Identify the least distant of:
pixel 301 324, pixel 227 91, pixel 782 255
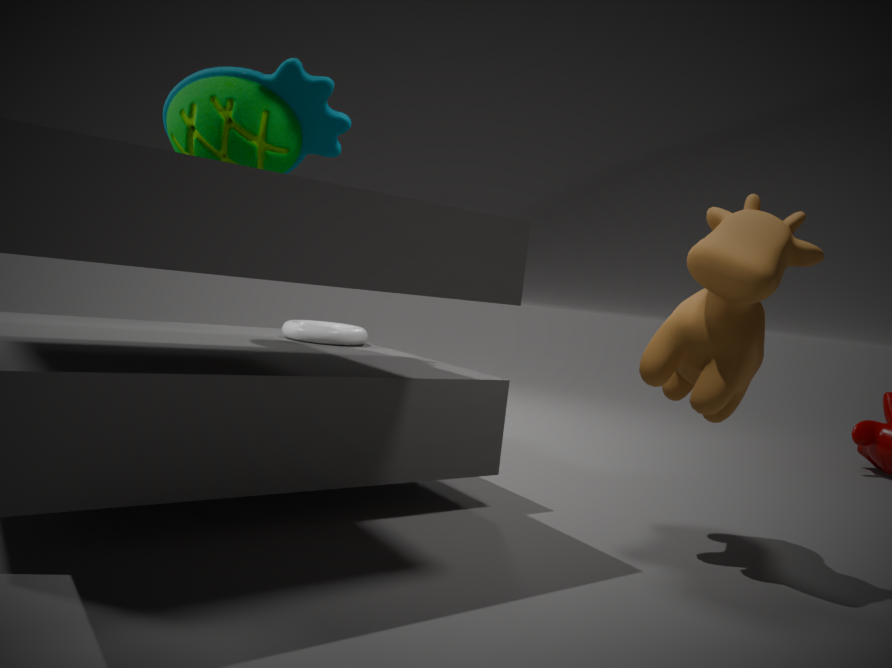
pixel 782 255
